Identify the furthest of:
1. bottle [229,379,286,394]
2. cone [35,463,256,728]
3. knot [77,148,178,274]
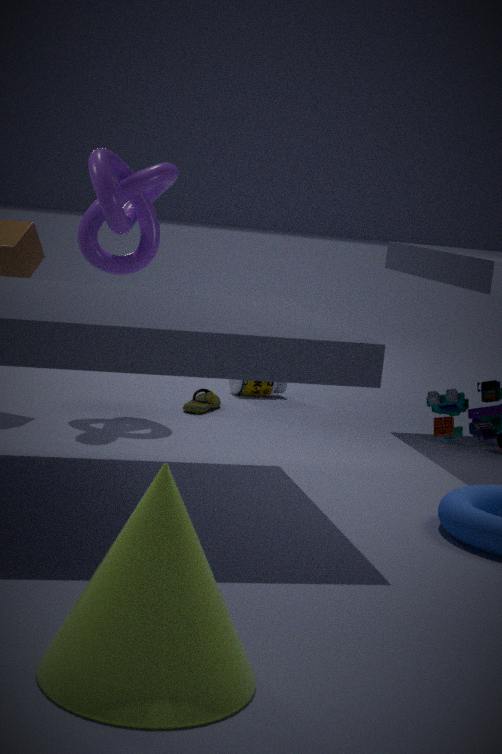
bottle [229,379,286,394]
